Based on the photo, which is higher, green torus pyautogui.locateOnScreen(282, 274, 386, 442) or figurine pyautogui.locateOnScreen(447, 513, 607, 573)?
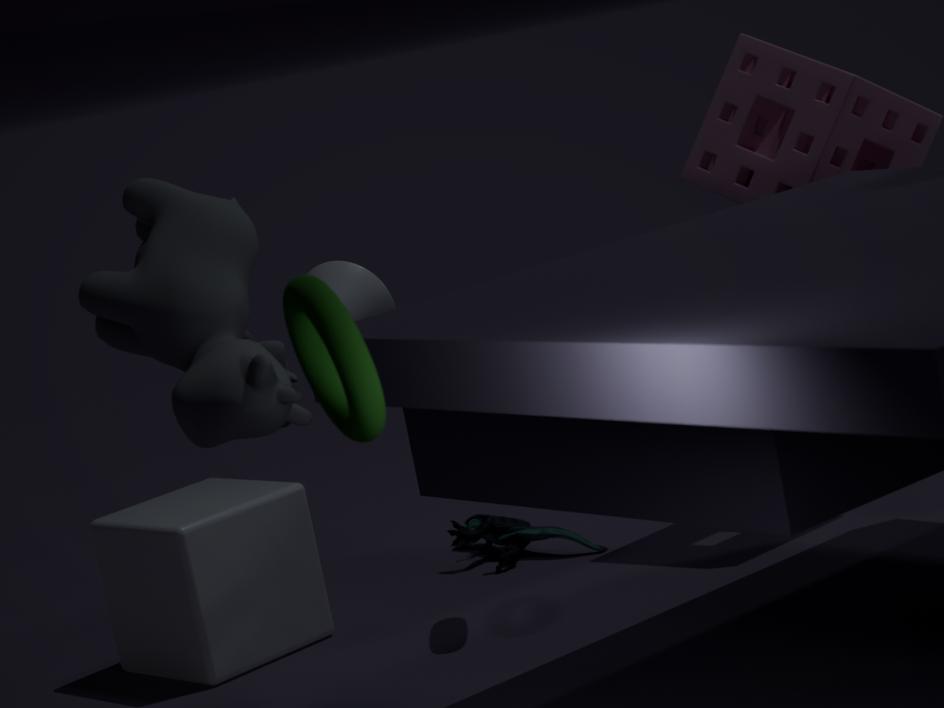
green torus pyautogui.locateOnScreen(282, 274, 386, 442)
